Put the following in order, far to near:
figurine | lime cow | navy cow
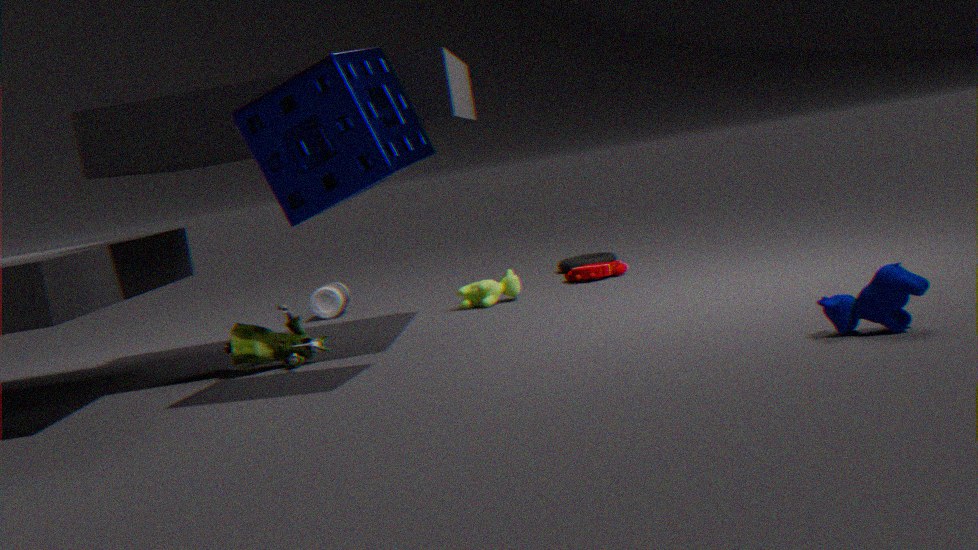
lime cow < figurine < navy cow
